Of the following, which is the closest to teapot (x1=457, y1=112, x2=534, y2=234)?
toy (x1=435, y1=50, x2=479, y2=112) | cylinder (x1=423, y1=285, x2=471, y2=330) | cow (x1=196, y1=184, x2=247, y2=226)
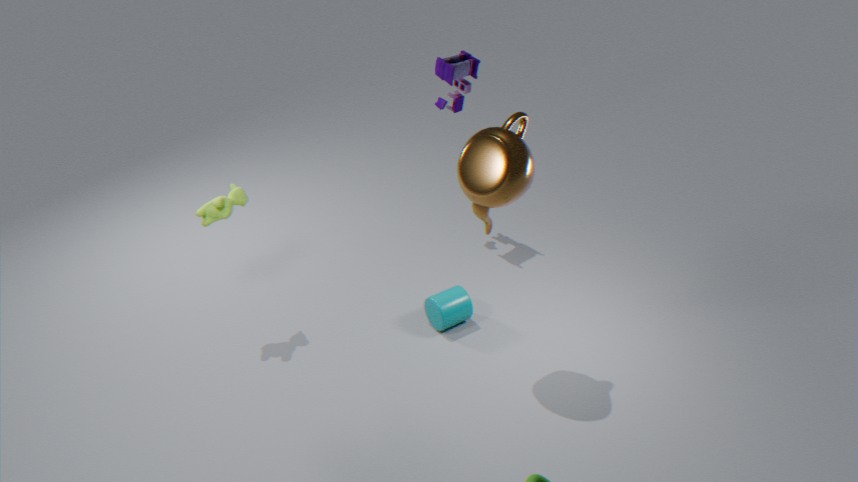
cylinder (x1=423, y1=285, x2=471, y2=330)
